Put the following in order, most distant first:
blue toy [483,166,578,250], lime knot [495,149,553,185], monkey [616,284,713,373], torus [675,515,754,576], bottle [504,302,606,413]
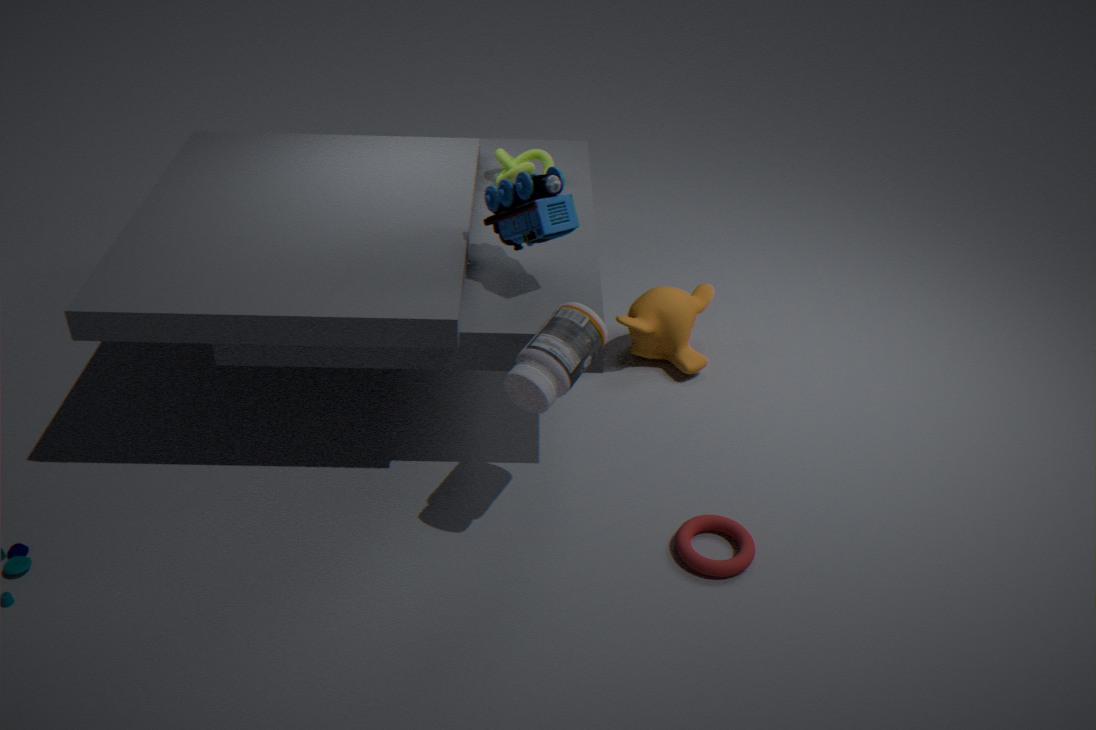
lime knot [495,149,553,185] → monkey [616,284,713,373] → blue toy [483,166,578,250] → torus [675,515,754,576] → bottle [504,302,606,413]
